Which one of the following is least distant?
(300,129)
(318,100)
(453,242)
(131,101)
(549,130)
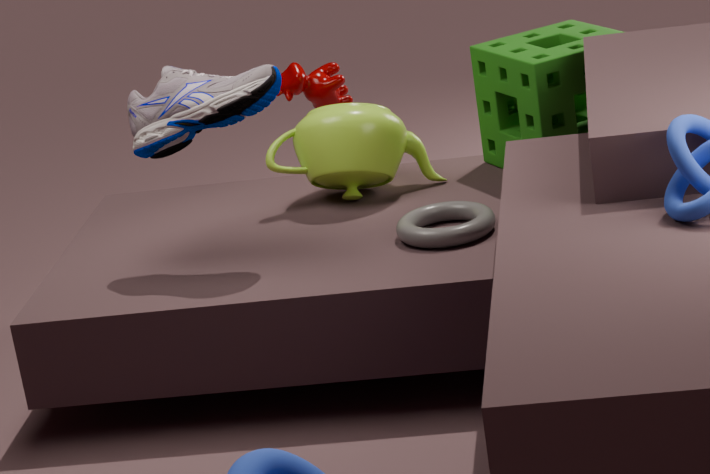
(453,242)
